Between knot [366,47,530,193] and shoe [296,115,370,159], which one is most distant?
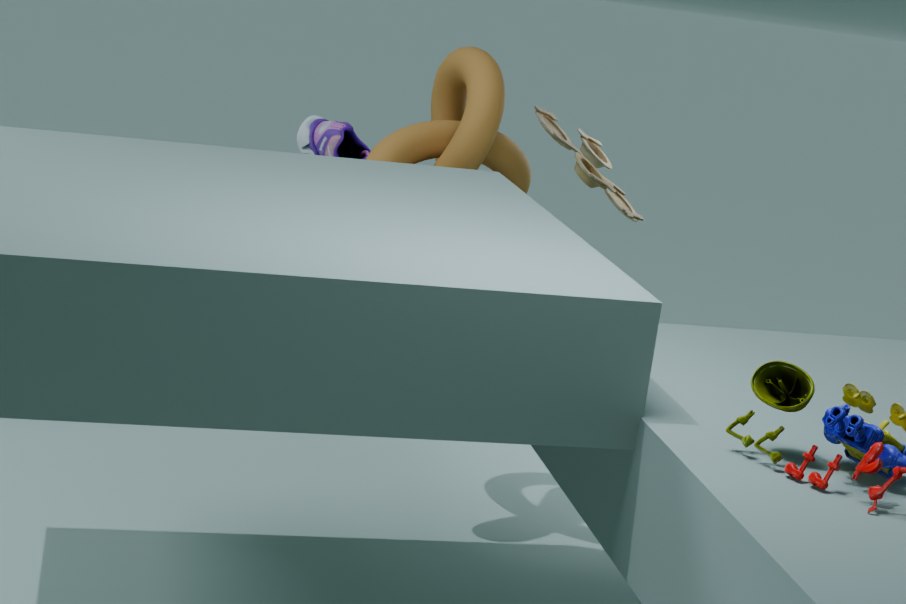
shoe [296,115,370,159]
